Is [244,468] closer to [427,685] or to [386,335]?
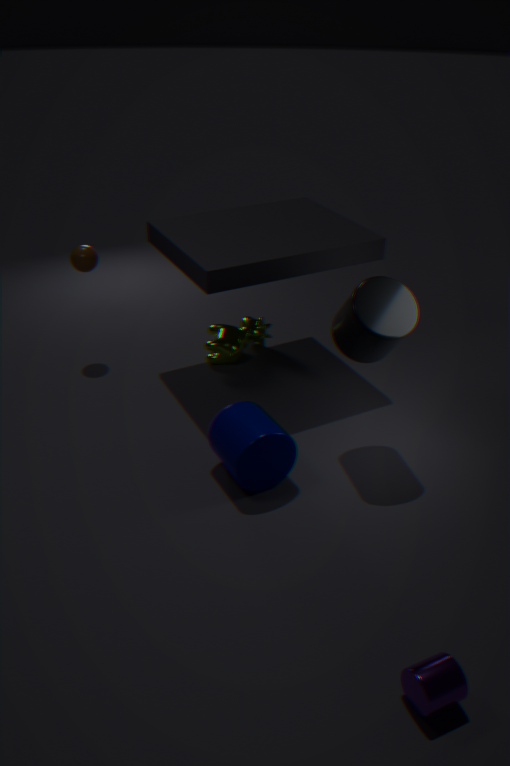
[386,335]
